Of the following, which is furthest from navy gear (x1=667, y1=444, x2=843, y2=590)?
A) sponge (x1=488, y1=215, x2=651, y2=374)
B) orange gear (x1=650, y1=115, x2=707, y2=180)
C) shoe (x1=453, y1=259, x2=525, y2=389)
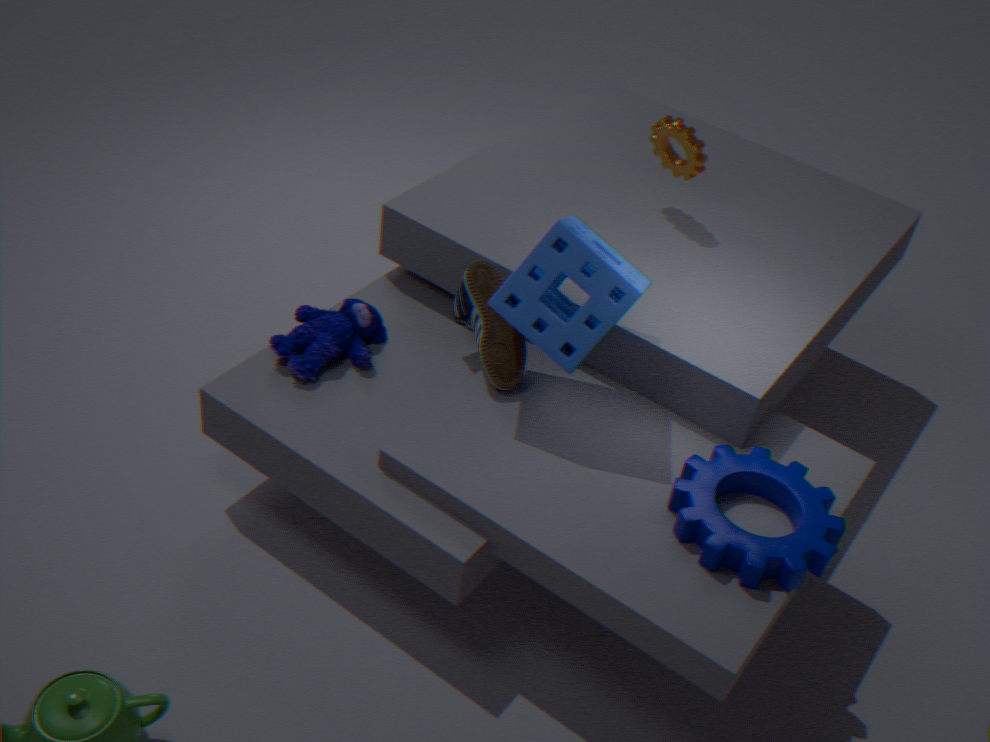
orange gear (x1=650, y1=115, x2=707, y2=180)
